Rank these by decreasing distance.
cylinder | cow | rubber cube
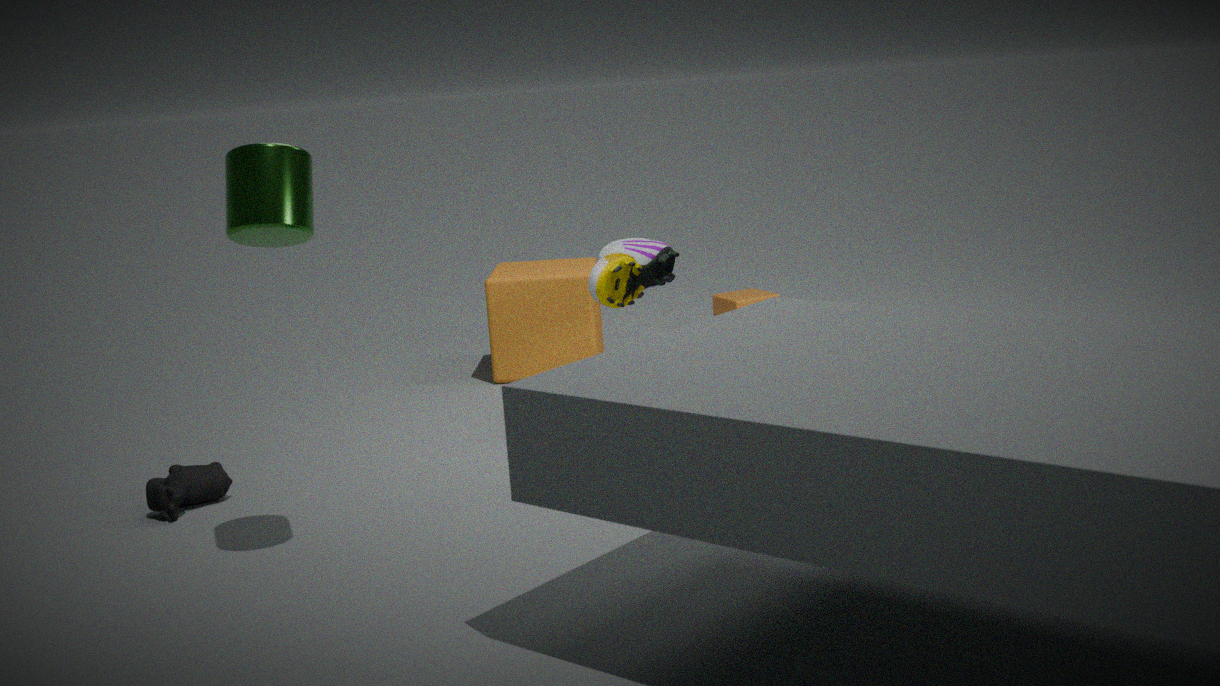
1. rubber cube
2. cow
3. cylinder
